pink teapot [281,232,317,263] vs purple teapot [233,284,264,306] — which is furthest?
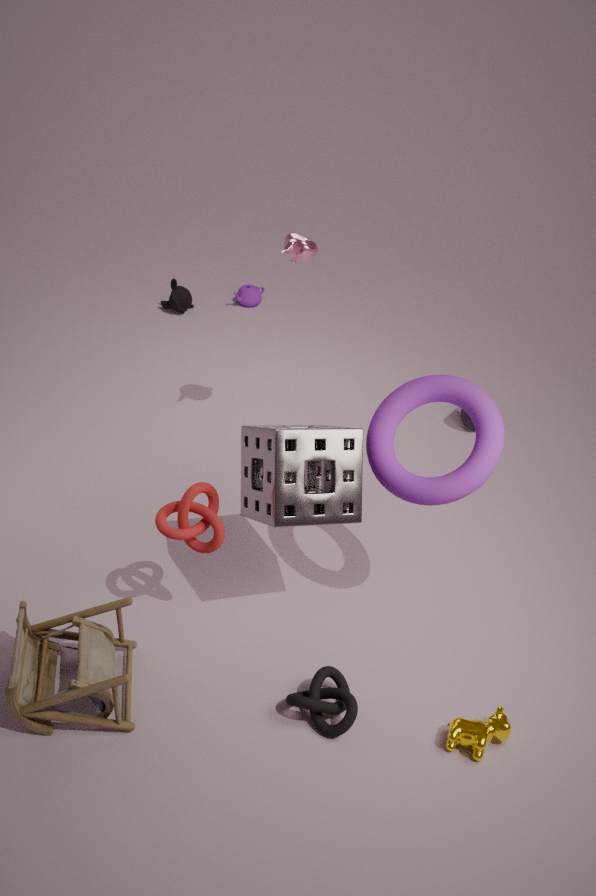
purple teapot [233,284,264,306]
